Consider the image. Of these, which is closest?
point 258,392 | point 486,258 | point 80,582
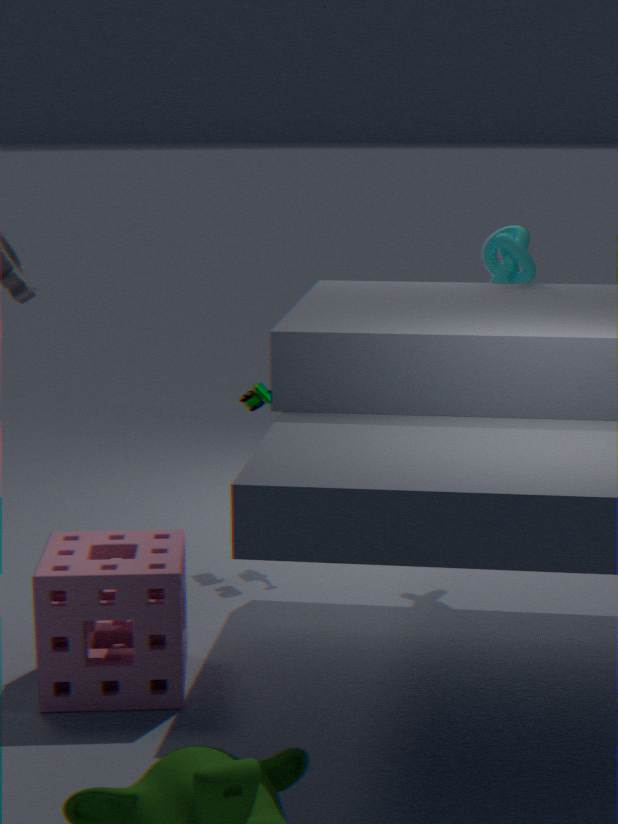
point 80,582
